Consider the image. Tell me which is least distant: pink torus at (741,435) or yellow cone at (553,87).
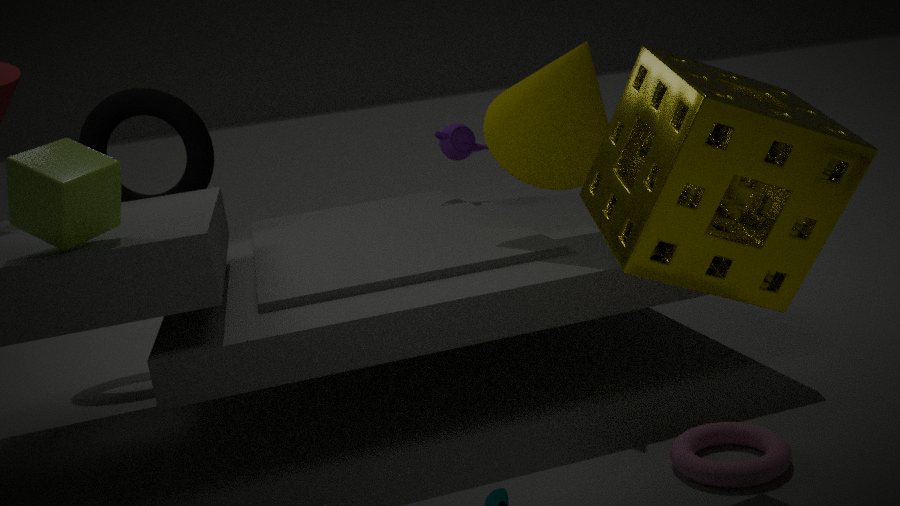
pink torus at (741,435)
